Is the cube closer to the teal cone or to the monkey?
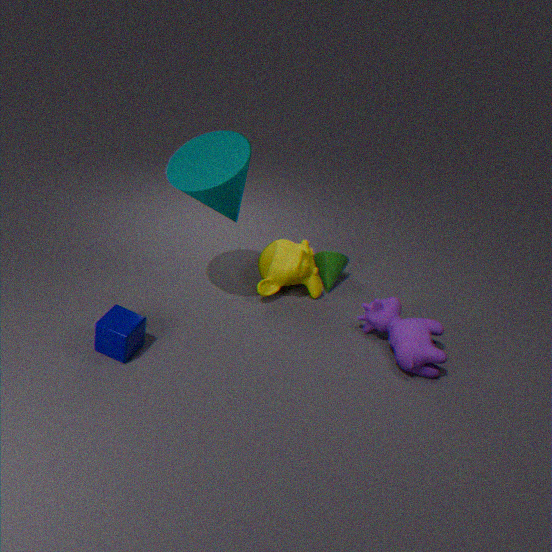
the teal cone
